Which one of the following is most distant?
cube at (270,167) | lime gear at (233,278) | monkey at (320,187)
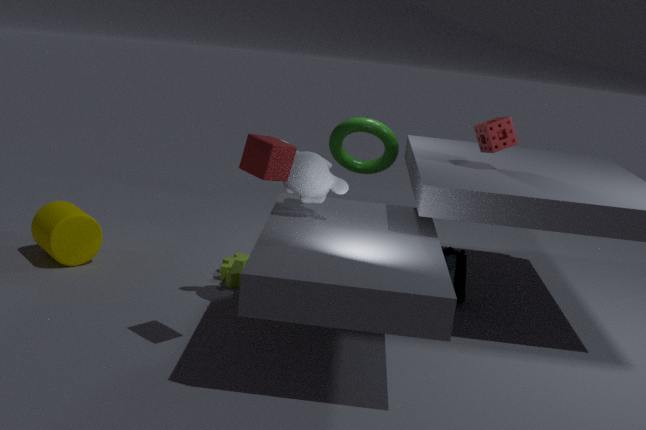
lime gear at (233,278)
